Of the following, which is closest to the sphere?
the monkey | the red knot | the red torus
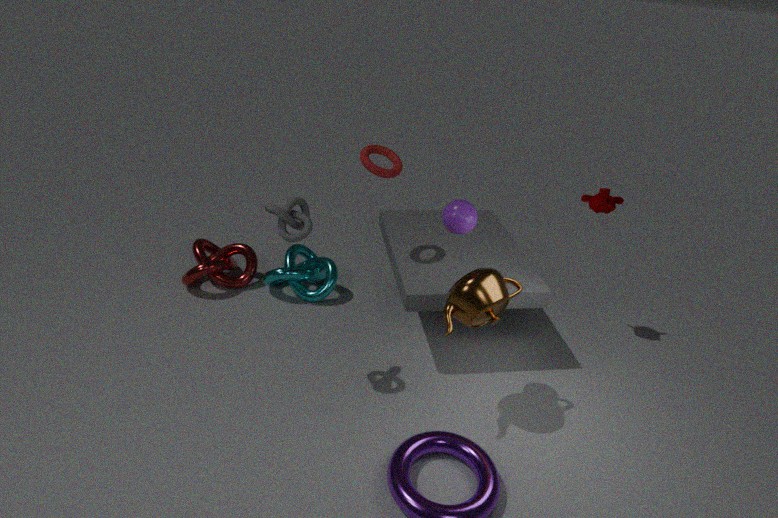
the red torus
